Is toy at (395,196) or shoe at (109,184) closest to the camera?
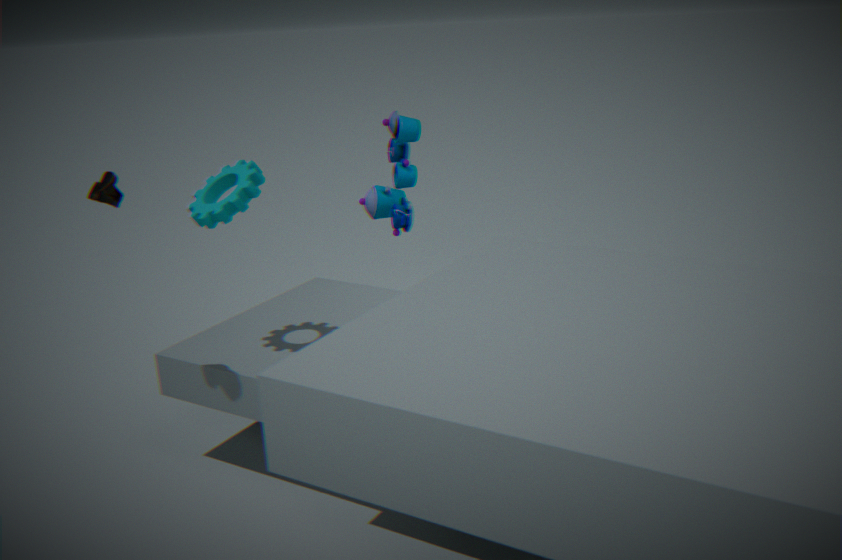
shoe at (109,184)
